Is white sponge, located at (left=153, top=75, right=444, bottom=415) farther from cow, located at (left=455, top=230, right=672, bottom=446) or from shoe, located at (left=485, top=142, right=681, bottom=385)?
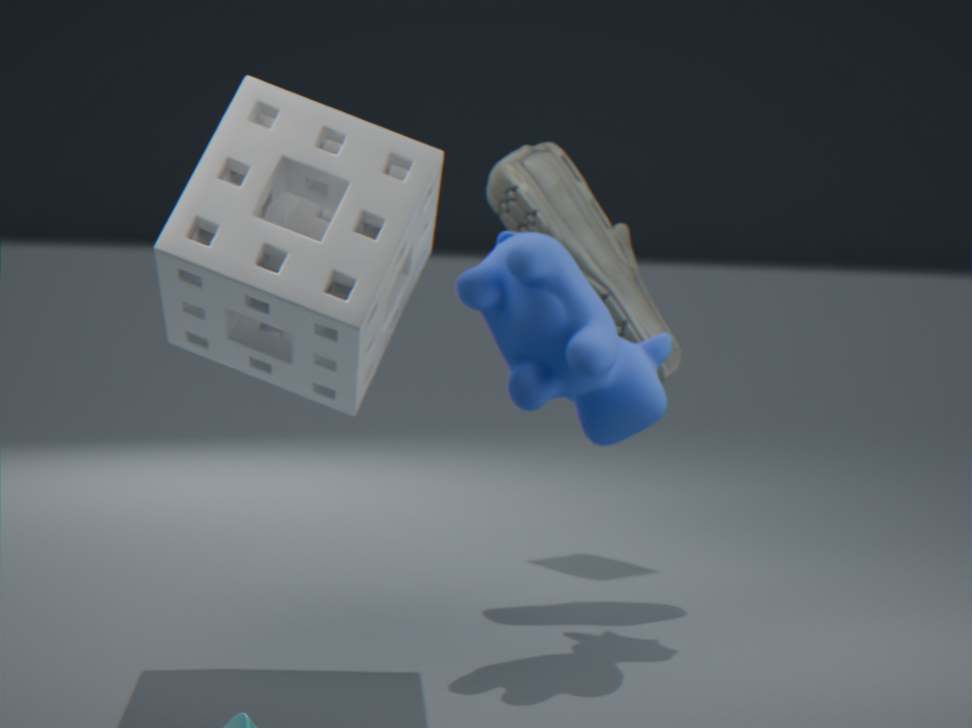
shoe, located at (left=485, top=142, right=681, bottom=385)
